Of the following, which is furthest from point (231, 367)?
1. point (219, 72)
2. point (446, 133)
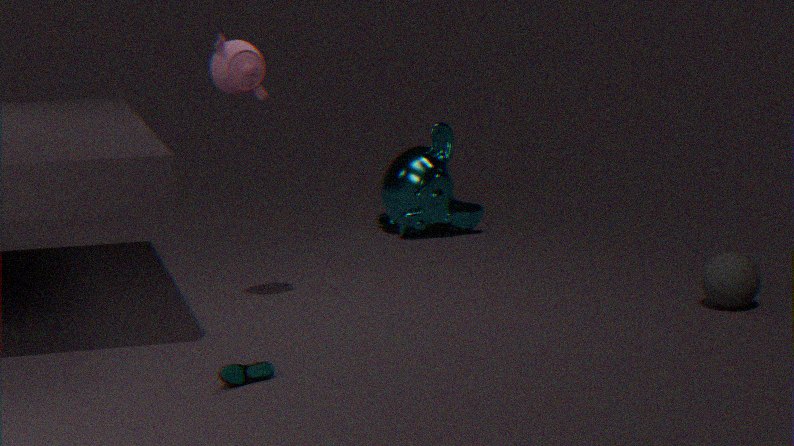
point (446, 133)
